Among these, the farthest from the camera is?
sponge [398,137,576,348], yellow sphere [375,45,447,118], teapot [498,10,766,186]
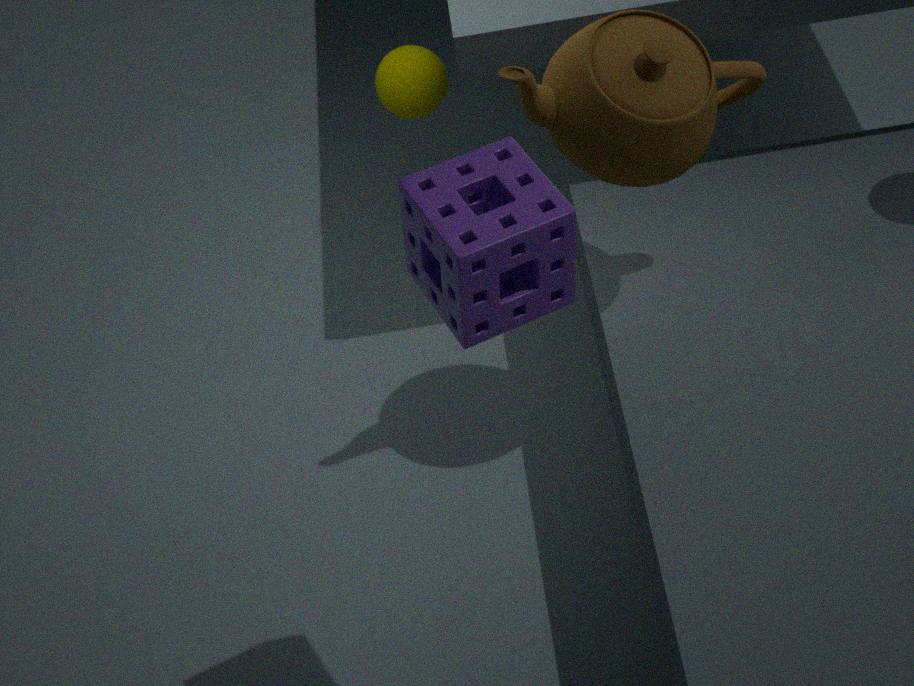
yellow sphere [375,45,447,118]
